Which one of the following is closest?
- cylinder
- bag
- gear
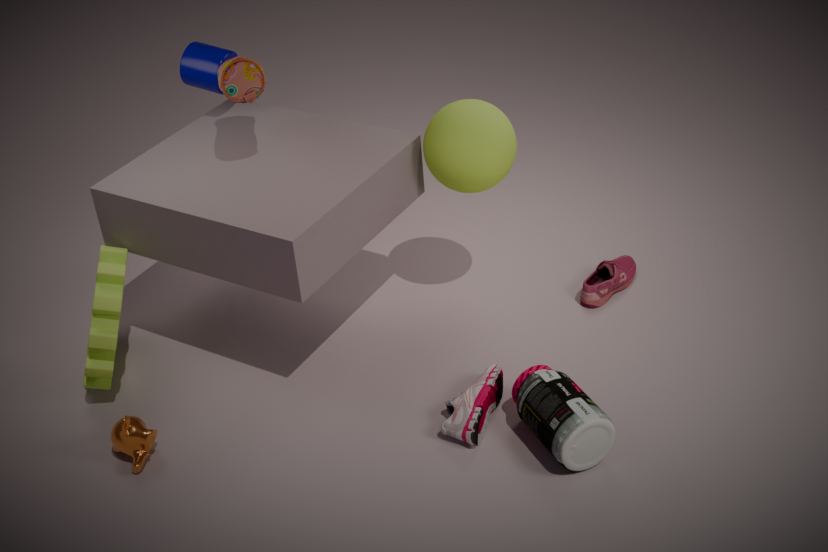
bag
